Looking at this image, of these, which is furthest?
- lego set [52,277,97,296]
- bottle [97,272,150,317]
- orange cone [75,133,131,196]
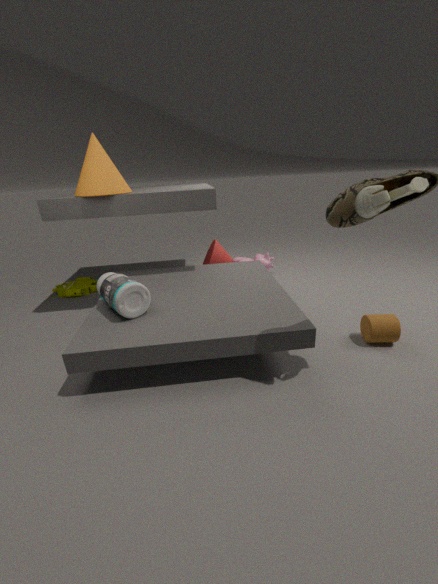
lego set [52,277,97,296]
